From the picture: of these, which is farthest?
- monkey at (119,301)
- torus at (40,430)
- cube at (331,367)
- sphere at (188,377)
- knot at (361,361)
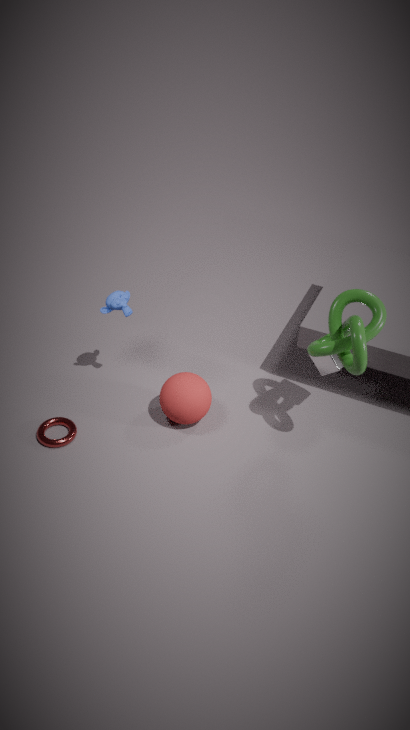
monkey at (119,301)
